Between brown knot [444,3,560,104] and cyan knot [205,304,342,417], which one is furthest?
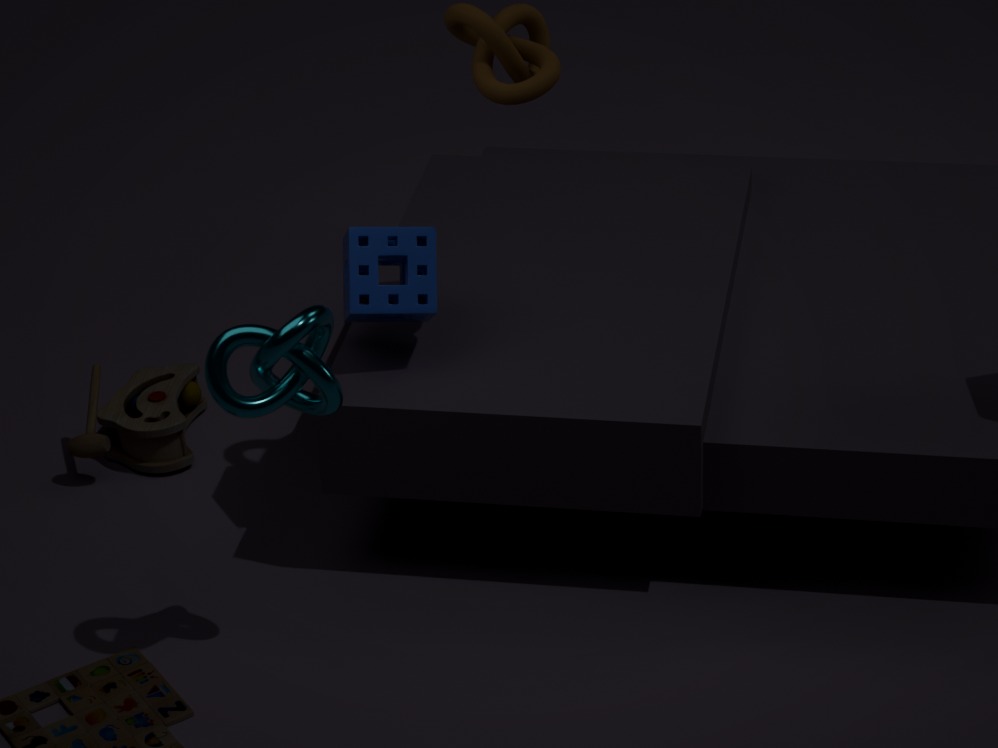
brown knot [444,3,560,104]
